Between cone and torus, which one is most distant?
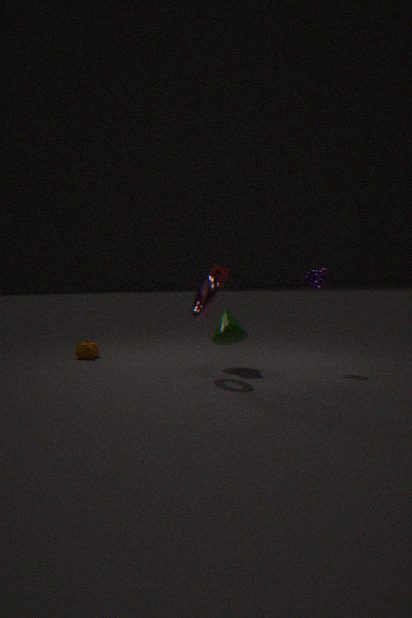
cone
